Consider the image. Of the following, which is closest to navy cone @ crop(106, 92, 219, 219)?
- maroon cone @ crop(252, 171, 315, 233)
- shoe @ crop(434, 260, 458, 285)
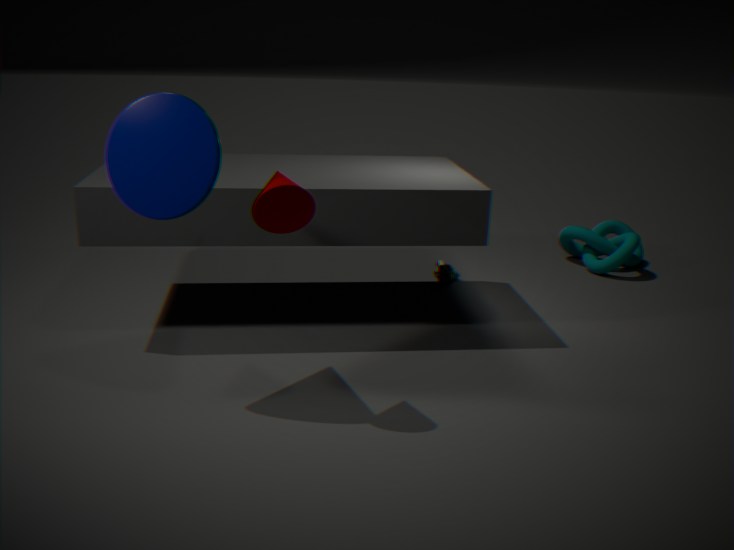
maroon cone @ crop(252, 171, 315, 233)
